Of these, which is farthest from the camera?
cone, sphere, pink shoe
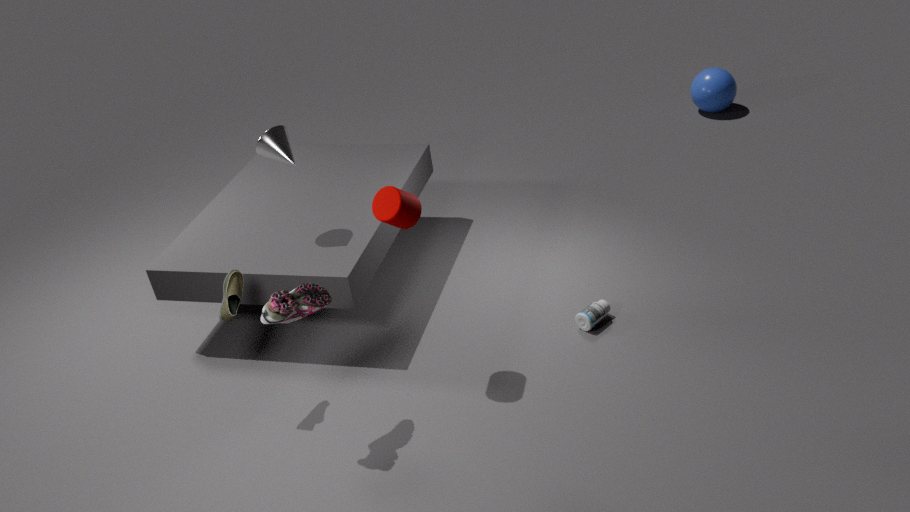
sphere
